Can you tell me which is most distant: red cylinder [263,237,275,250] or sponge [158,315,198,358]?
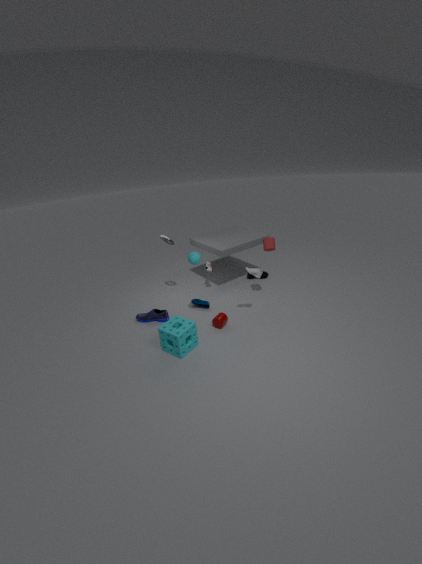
red cylinder [263,237,275,250]
